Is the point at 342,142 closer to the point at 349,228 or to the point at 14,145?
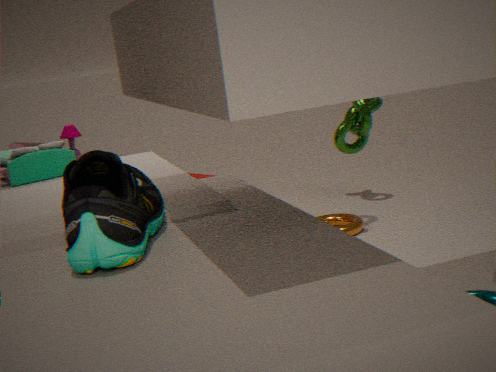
the point at 349,228
